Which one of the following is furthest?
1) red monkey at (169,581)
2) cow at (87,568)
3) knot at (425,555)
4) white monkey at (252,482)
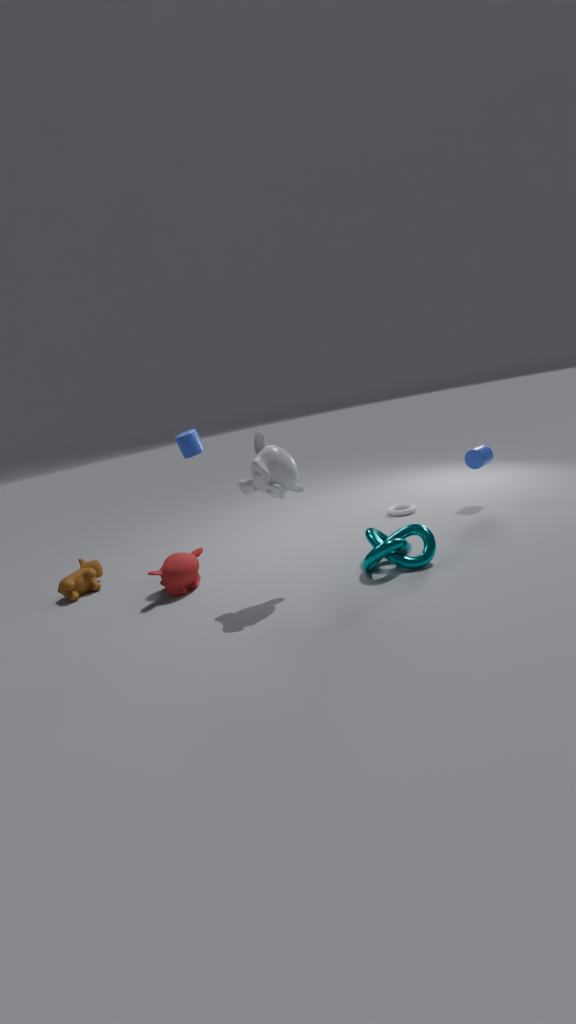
2. cow at (87,568)
